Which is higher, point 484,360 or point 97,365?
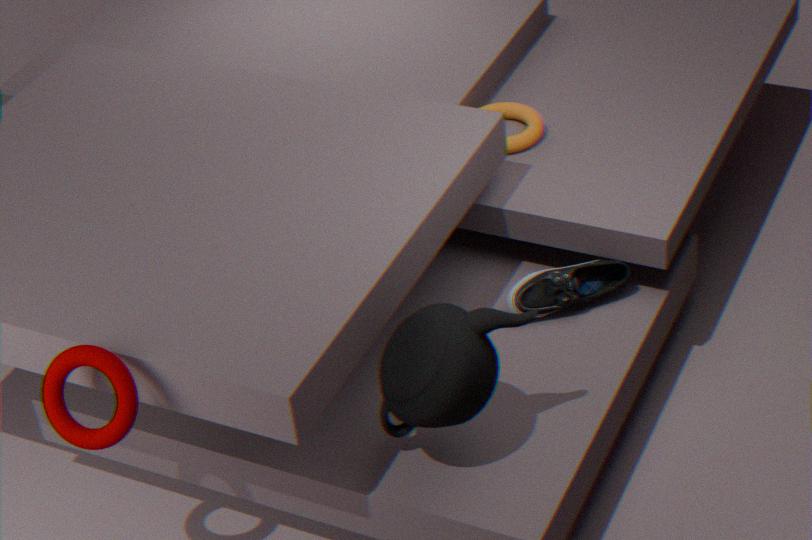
point 97,365
